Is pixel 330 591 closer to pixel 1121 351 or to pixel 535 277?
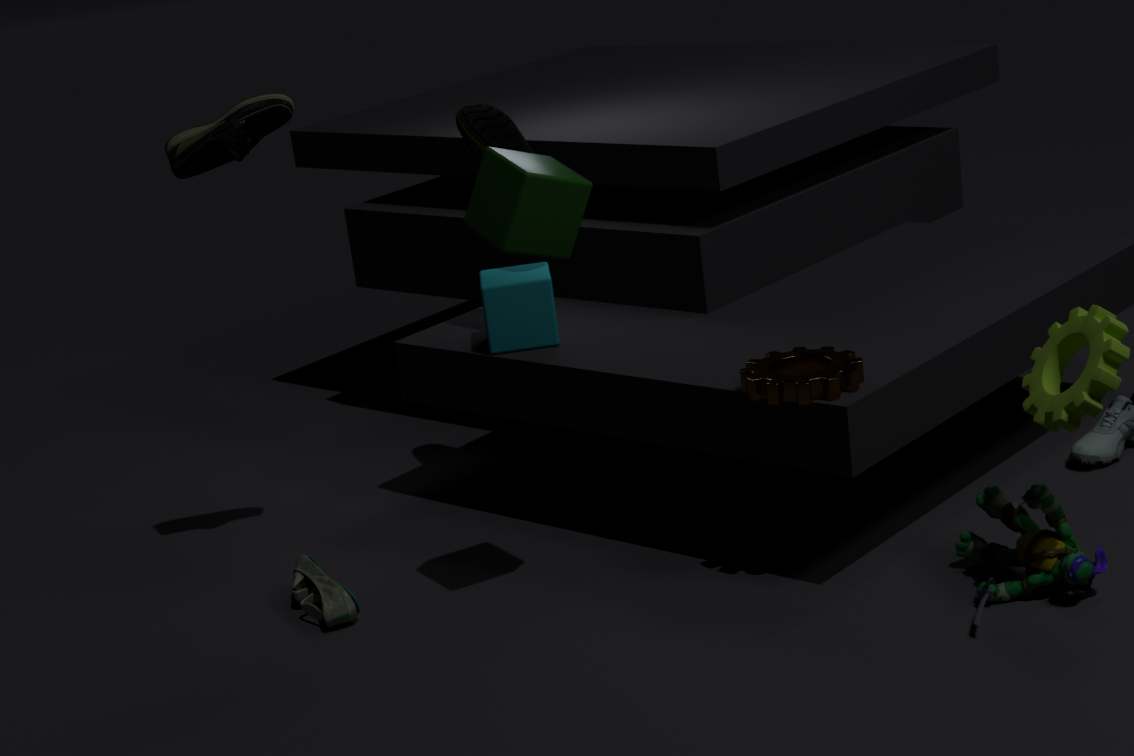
pixel 535 277
